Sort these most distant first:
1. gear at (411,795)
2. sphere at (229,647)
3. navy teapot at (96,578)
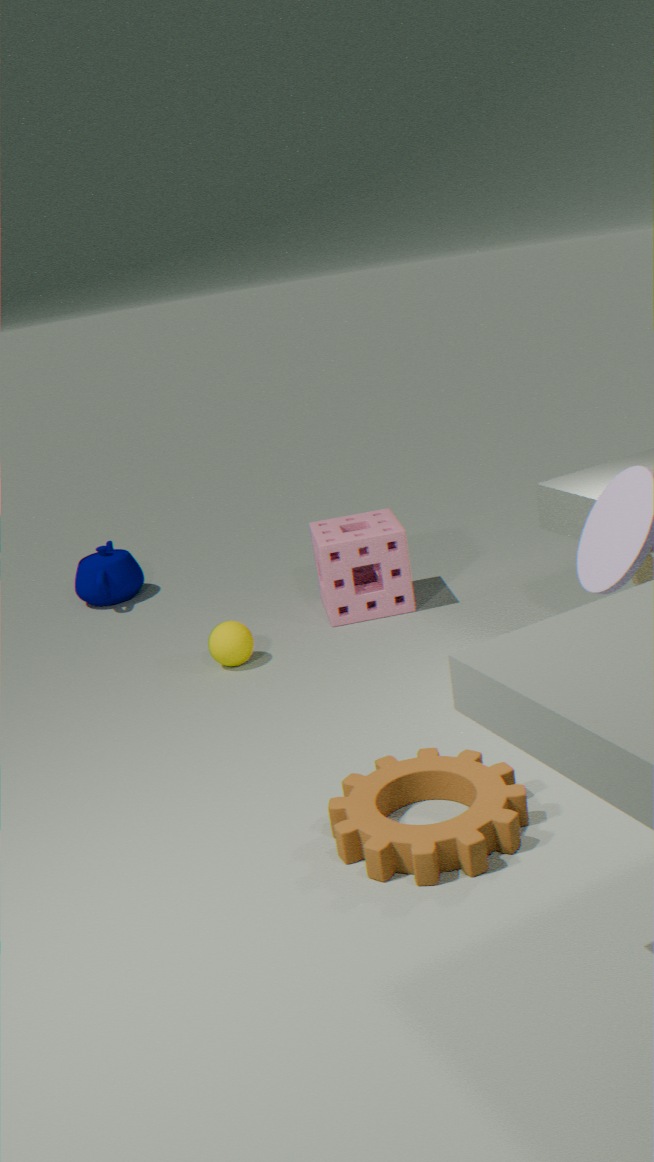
Result: navy teapot at (96,578), sphere at (229,647), gear at (411,795)
